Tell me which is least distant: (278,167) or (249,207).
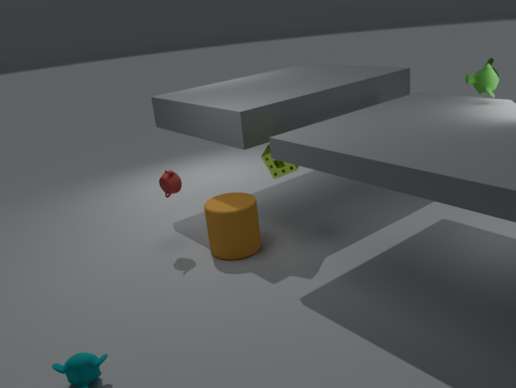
(278,167)
